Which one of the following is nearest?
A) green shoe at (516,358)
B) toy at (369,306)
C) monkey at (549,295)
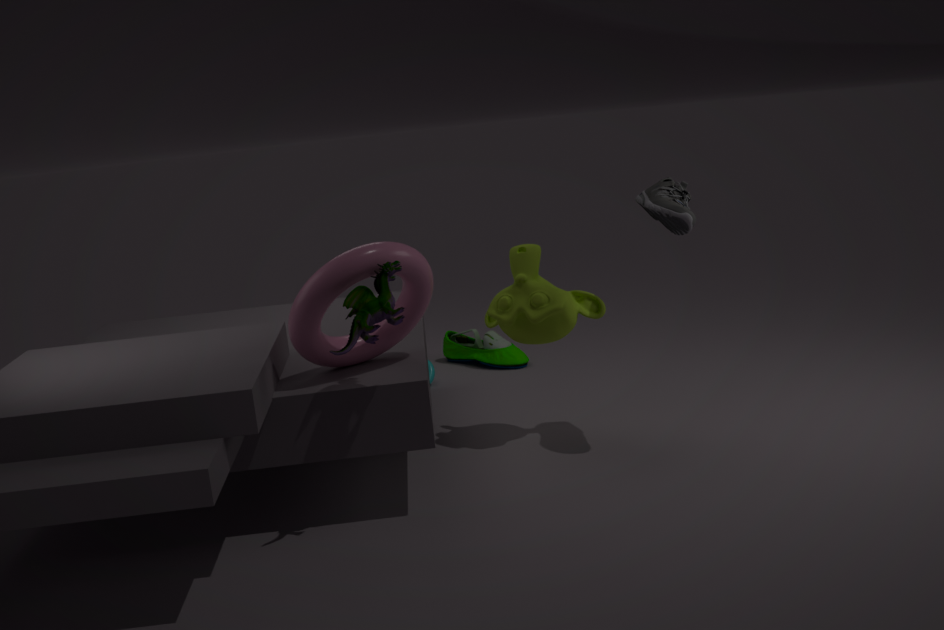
toy at (369,306)
